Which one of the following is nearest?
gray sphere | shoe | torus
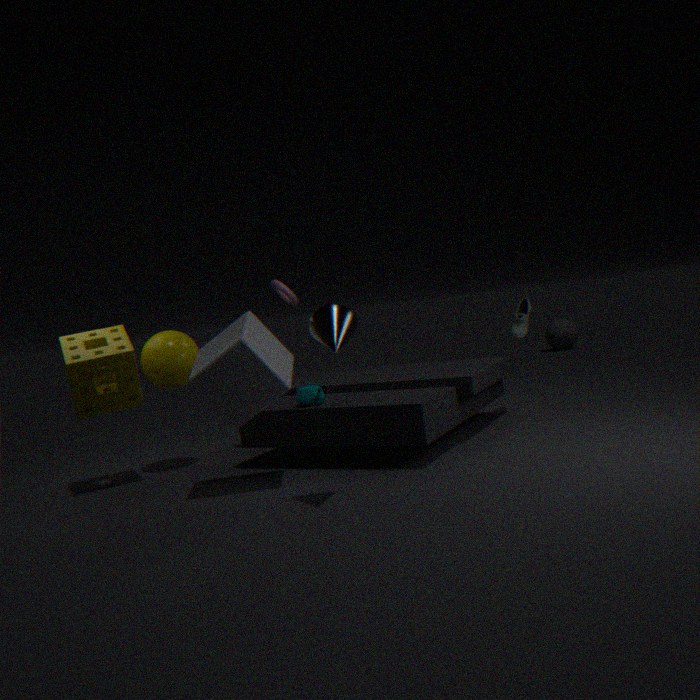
shoe
